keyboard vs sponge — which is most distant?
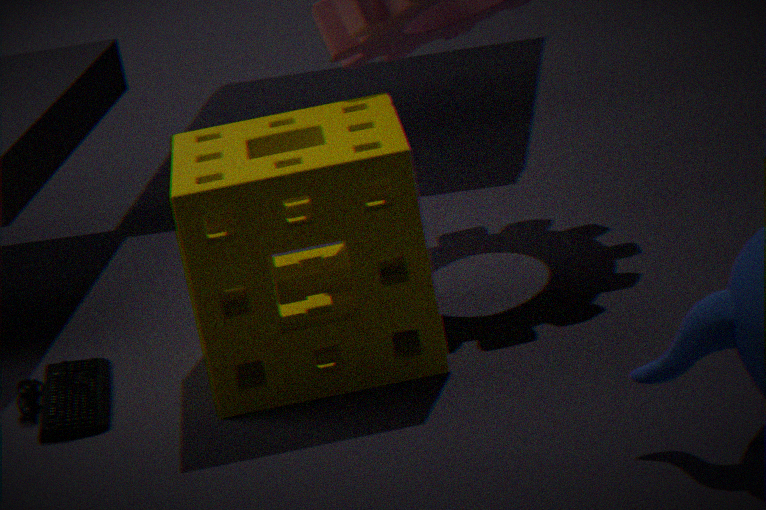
keyboard
